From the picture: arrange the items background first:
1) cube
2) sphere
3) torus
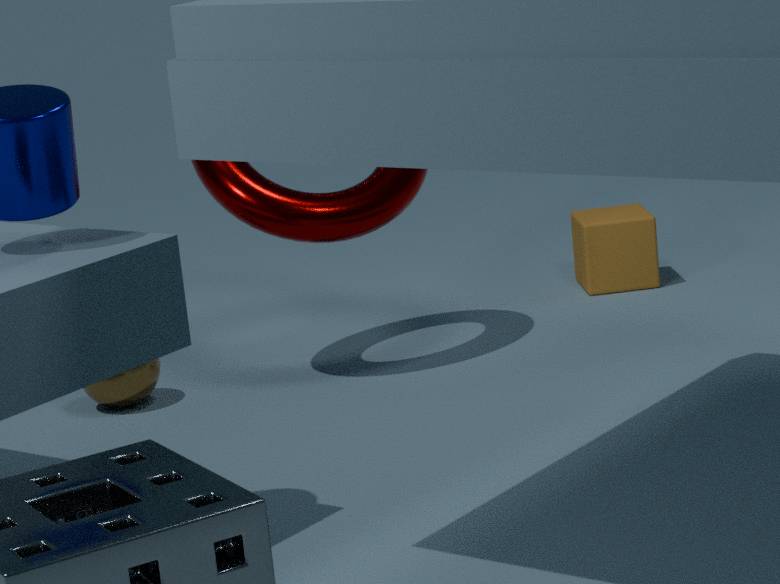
1. 1. cube
2. 2. sphere
3. 3. torus
